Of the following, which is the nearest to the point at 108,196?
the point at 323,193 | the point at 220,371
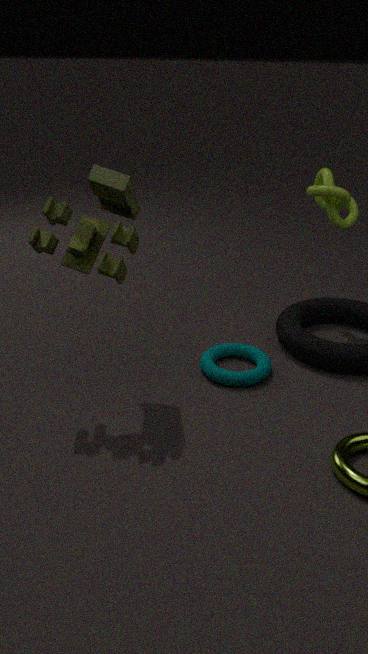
the point at 220,371
